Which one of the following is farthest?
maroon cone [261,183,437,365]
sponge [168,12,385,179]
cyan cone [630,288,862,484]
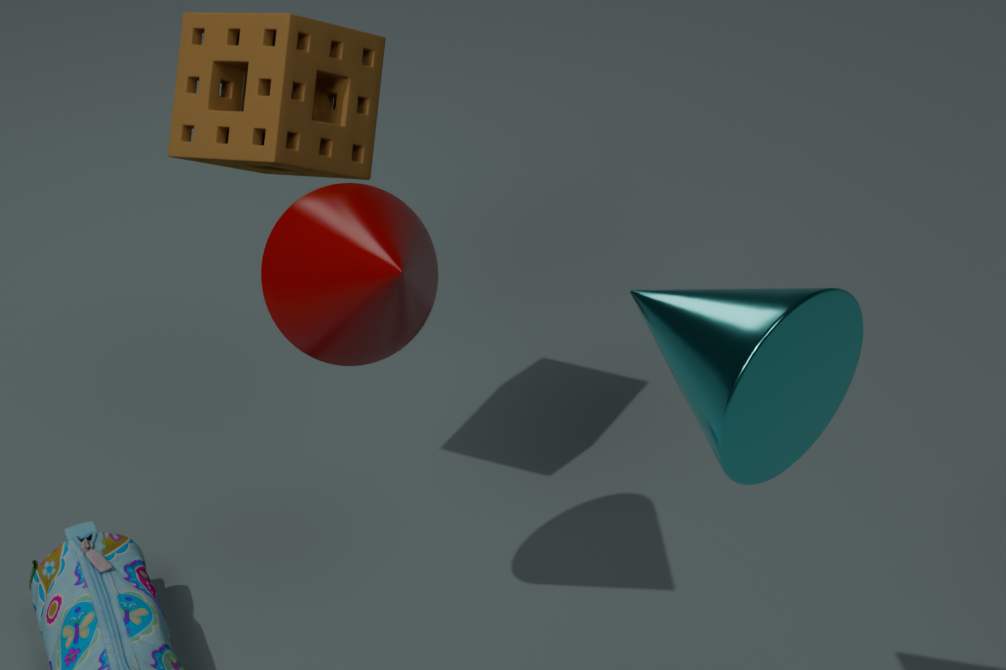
sponge [168,12,385,179]
